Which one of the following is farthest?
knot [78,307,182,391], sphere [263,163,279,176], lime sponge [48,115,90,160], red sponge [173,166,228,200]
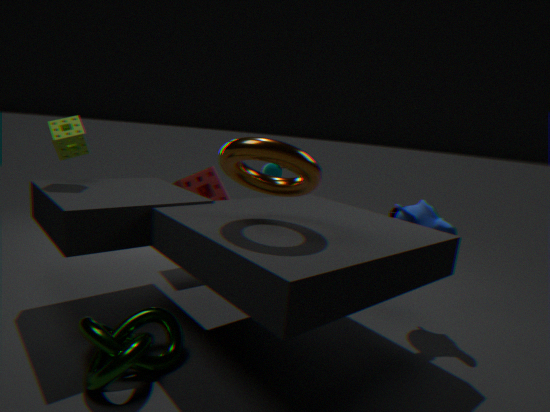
sphere [263,163,279,176]
